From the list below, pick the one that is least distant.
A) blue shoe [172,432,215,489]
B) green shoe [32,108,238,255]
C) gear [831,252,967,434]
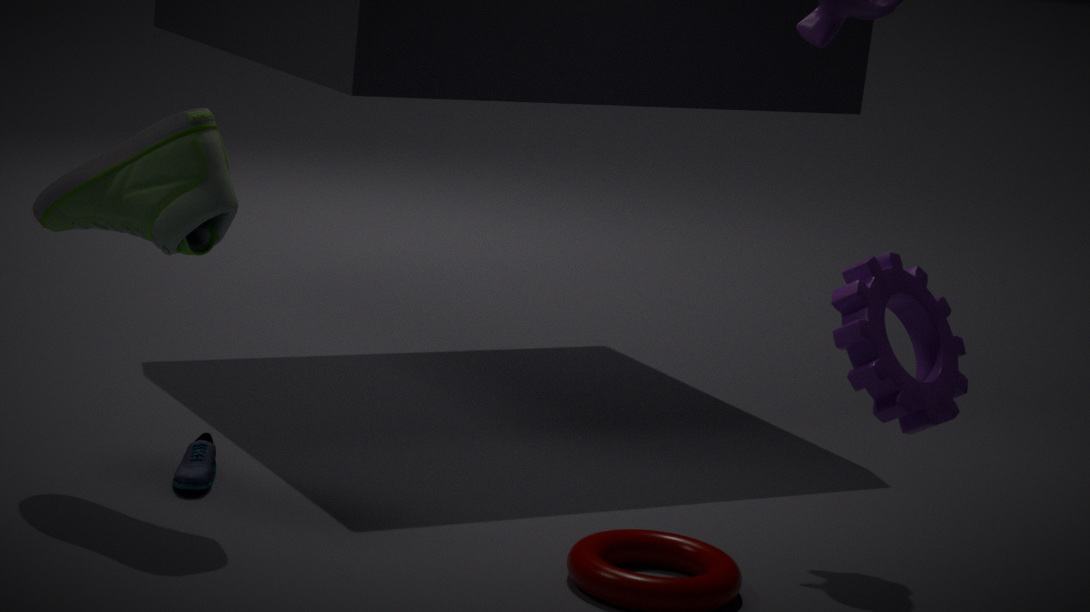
gear [831,252,967,434]
